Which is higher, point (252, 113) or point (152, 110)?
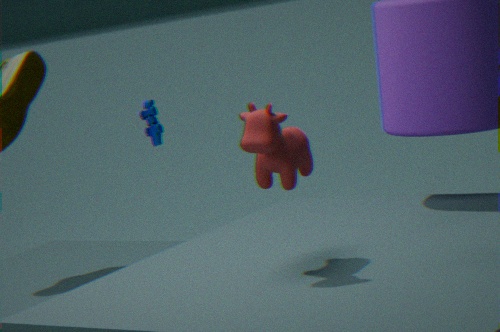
point (252, 113)
